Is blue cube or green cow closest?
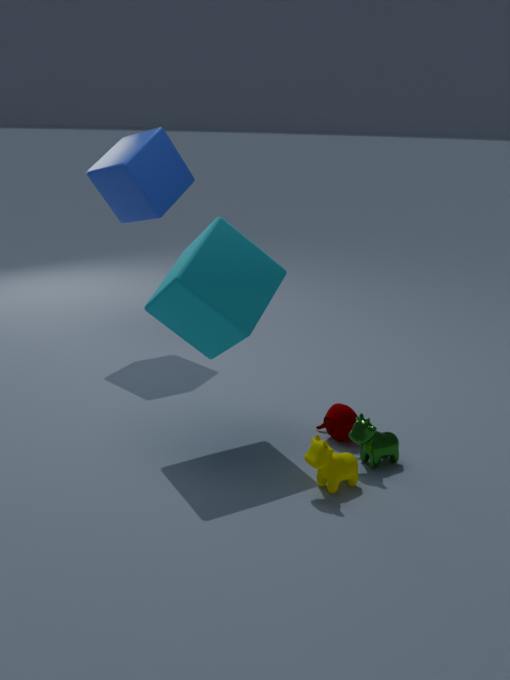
green cow
